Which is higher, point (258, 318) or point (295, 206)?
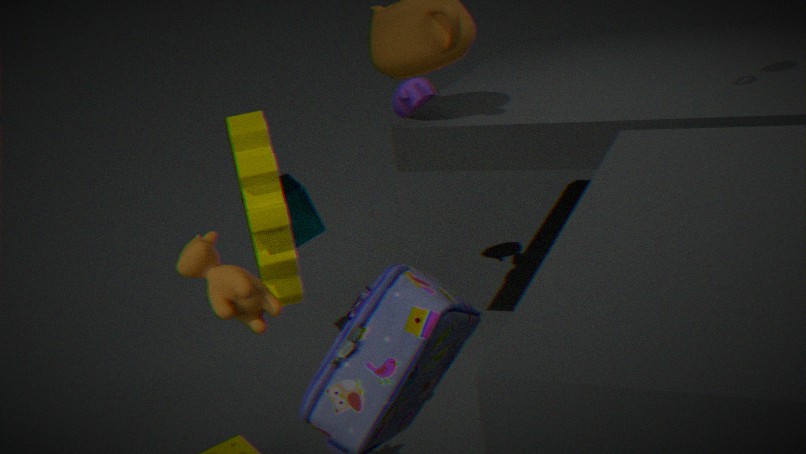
point (258, 318)
